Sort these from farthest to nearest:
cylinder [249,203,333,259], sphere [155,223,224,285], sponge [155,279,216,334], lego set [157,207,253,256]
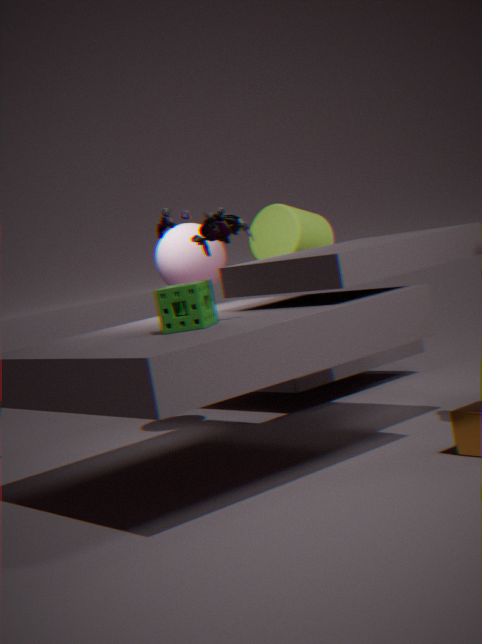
1. cylinder [249,203,333,259]
2. sphere [155,223,224,285]
3. sponge [155,279,216,334]
4. lego set [157,207,253,256]
